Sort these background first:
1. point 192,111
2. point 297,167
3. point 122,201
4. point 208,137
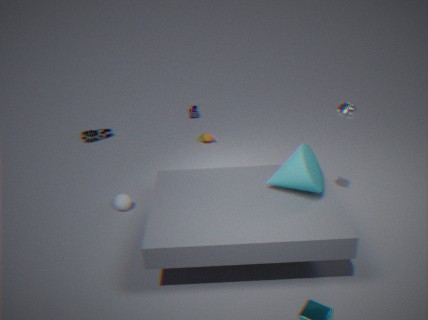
1. point 192,111
2. point 208,137
3. point 122,201
4. point 297,167
